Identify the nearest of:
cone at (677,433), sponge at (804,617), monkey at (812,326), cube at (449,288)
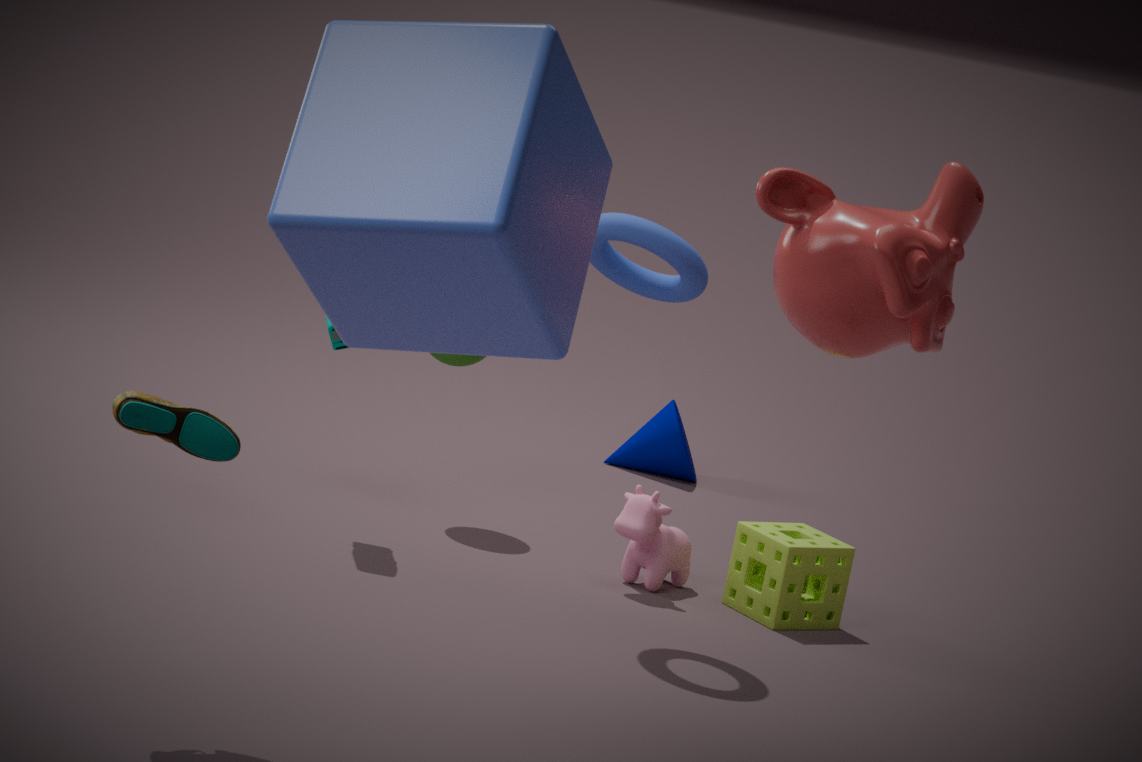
cube at (449,288)
